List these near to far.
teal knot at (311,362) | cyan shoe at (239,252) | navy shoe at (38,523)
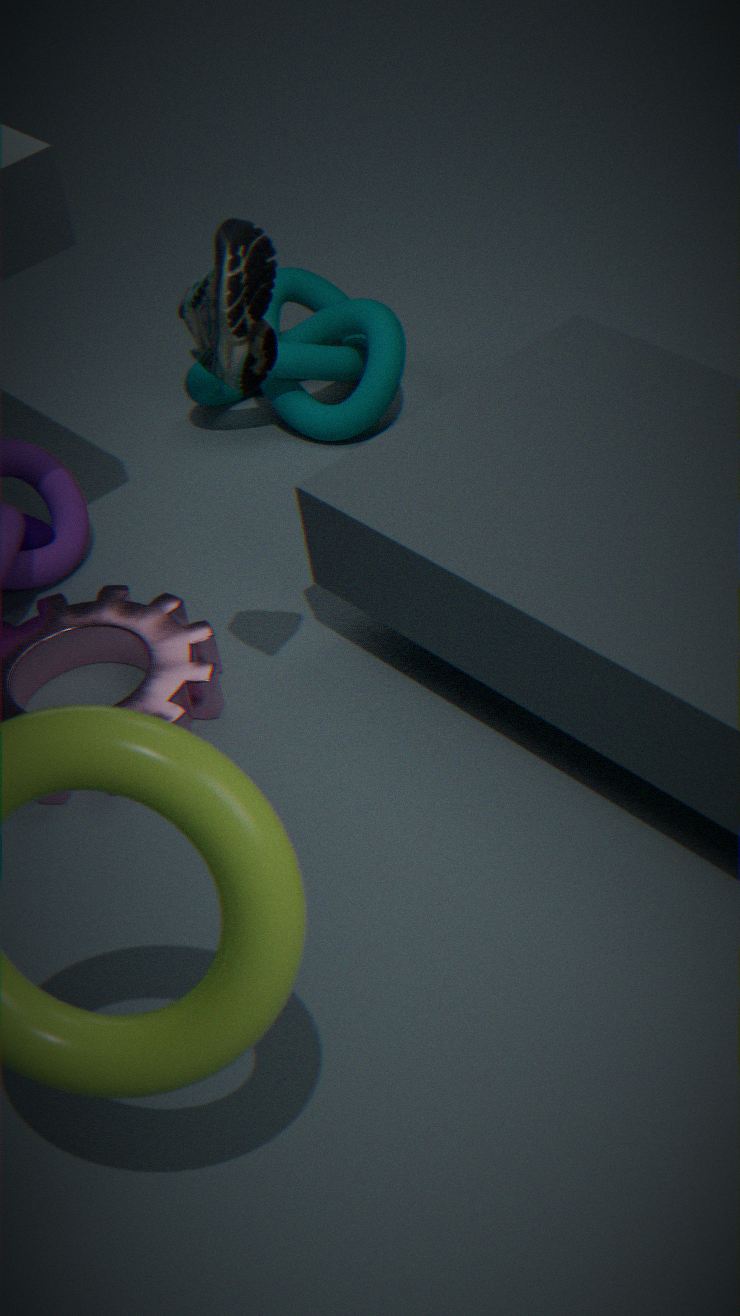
cyan shoe at (239,252), navy shoe at (38,523), teal knot at (311,362)
